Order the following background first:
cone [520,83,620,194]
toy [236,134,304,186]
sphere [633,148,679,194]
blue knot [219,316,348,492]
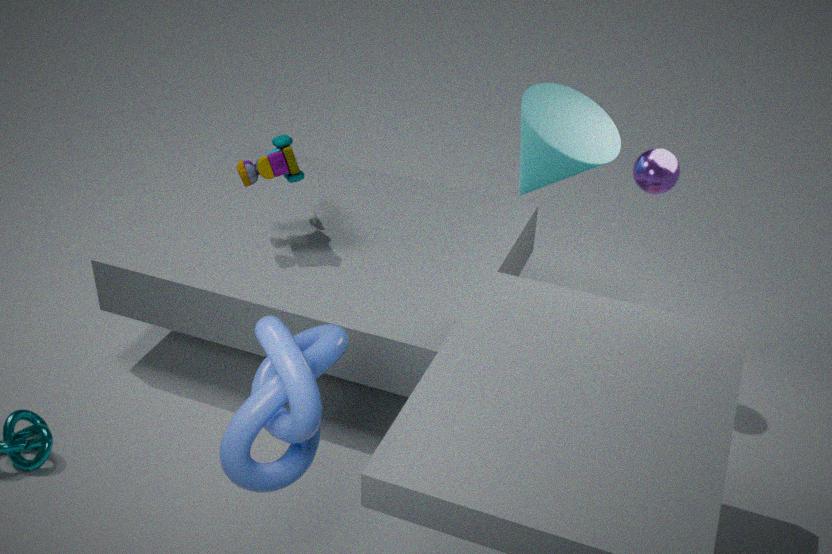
toy [236,134,304,186] → sphere [633,148,679,194] → cone [520,83,620,194] → blue knot [219,316,348,492]
